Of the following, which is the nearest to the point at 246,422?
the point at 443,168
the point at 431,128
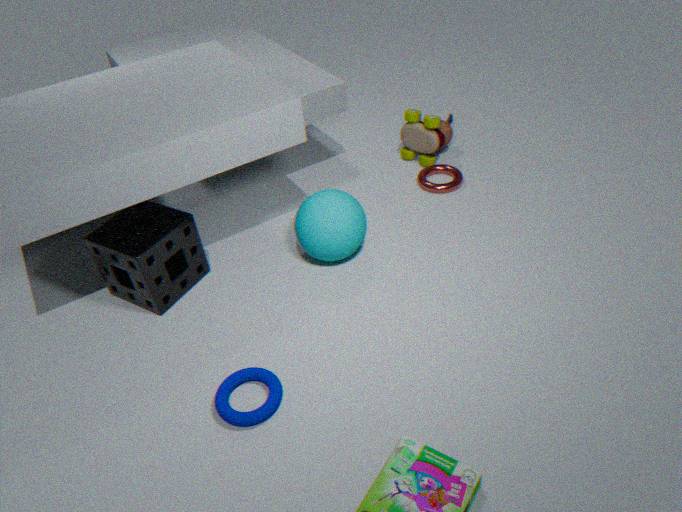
the point at 443,168
